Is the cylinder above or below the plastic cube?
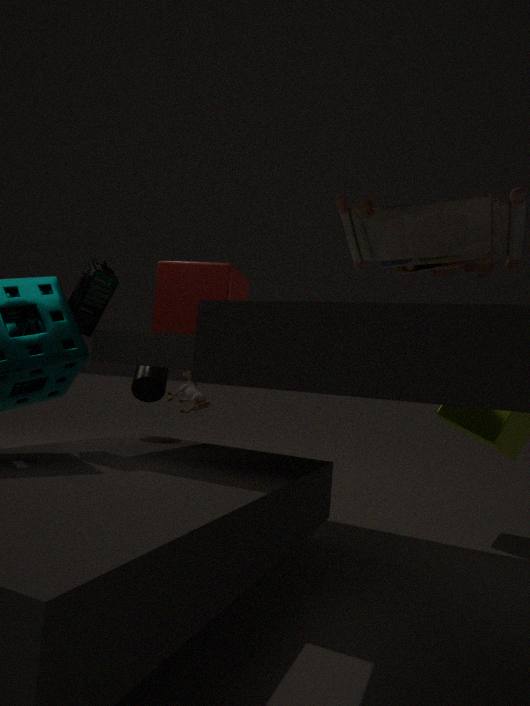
below
